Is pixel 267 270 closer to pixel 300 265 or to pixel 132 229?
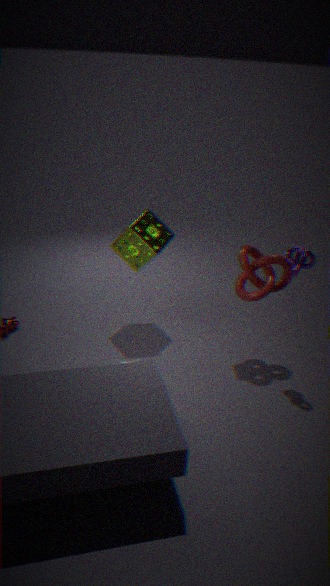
pixel 300 265
